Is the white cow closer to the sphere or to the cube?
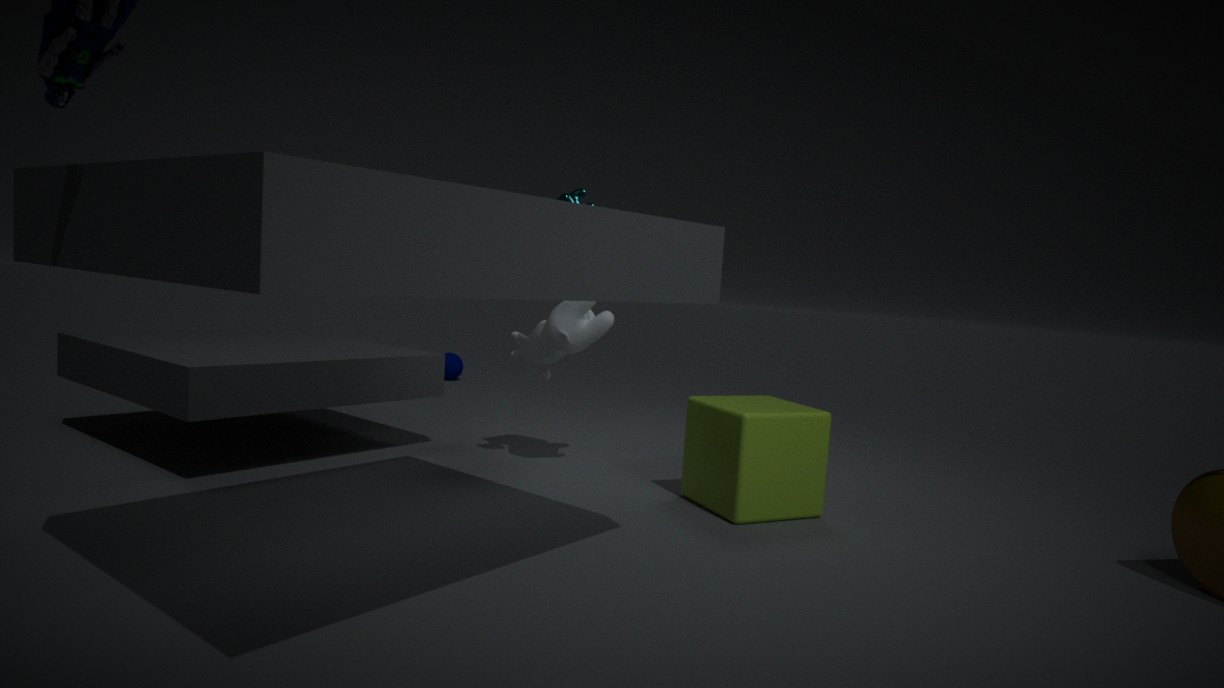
the cube
